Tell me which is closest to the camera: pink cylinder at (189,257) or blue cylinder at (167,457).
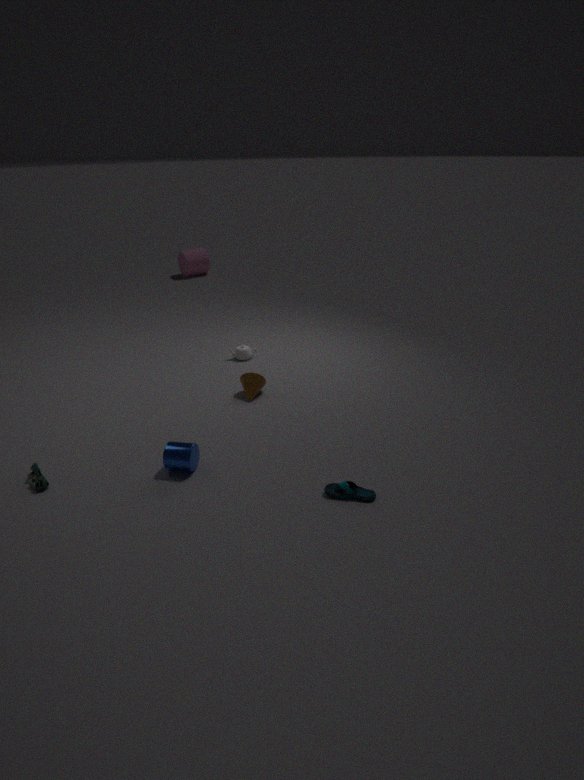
blue cylinder at (167,457)
